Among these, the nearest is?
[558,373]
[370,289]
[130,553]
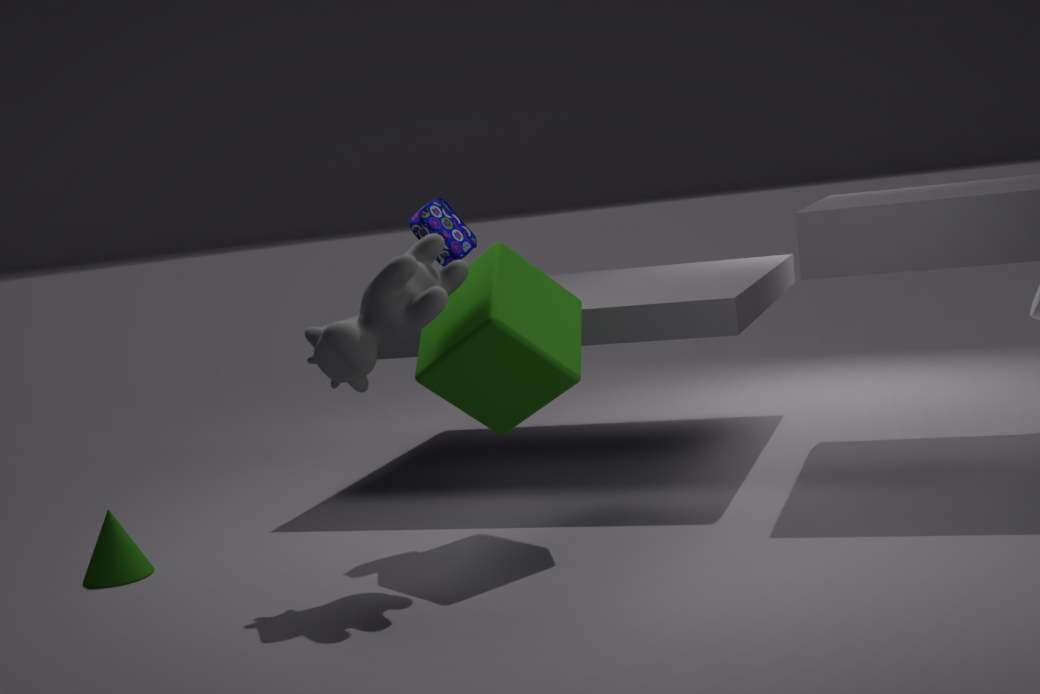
[370,289]
